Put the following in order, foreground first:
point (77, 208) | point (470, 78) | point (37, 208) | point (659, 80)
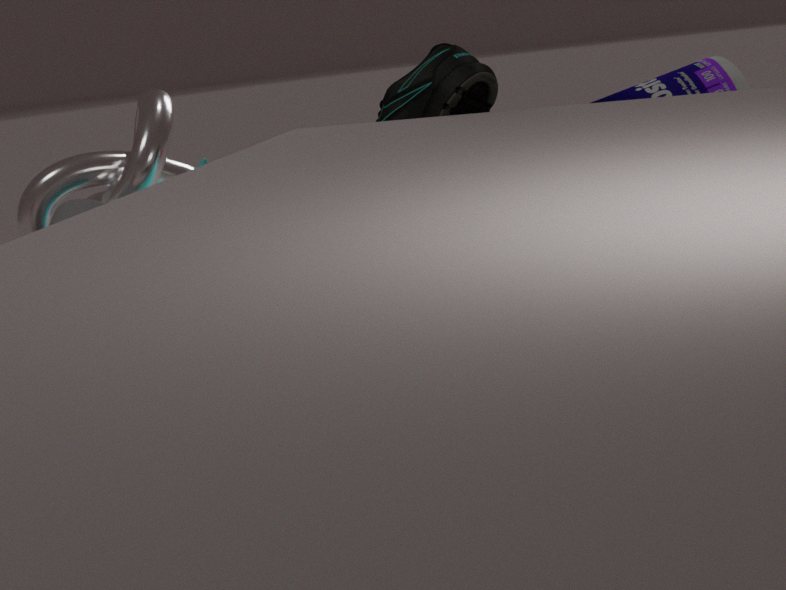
point (470, 78), point (659, 80), point (77, 208), point (37, 208)
